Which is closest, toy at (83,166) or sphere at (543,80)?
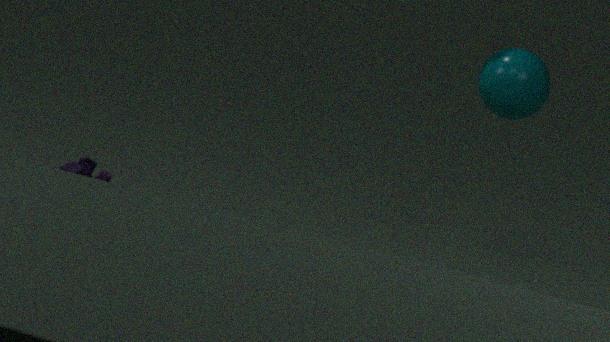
sphere at (543,80)
